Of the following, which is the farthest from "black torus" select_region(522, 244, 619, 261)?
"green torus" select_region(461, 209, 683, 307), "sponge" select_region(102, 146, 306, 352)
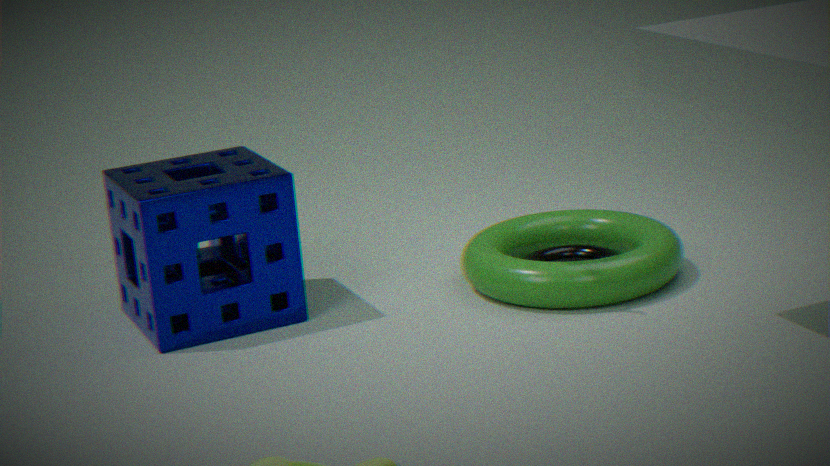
"sponge" select_region(102, 146, 306, 352)
